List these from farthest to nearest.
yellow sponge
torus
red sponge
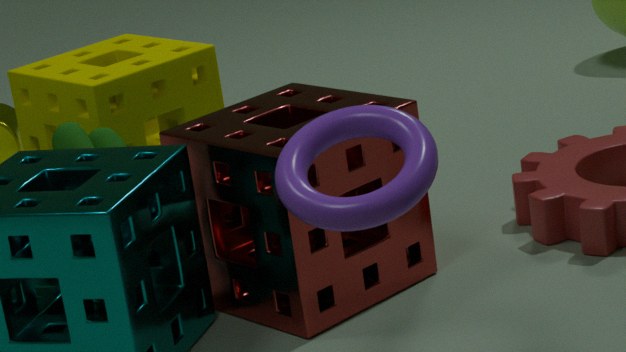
yellow sponge < red sponge < torus
